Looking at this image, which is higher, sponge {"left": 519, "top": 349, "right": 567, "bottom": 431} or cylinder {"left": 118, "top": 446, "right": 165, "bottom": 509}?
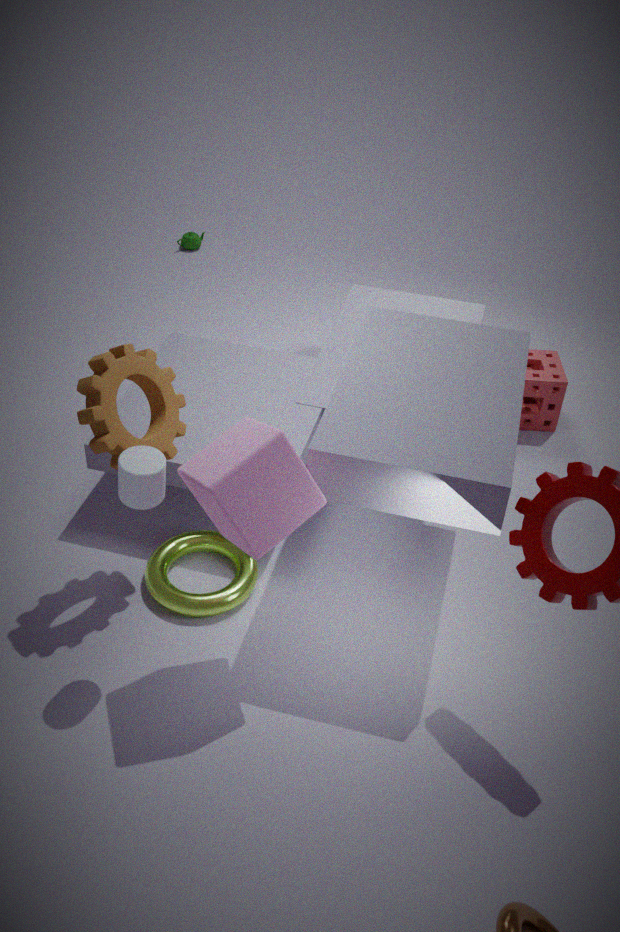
cylinder {"left": 118, "top": 446, "right": 165, "bottom": 509}
